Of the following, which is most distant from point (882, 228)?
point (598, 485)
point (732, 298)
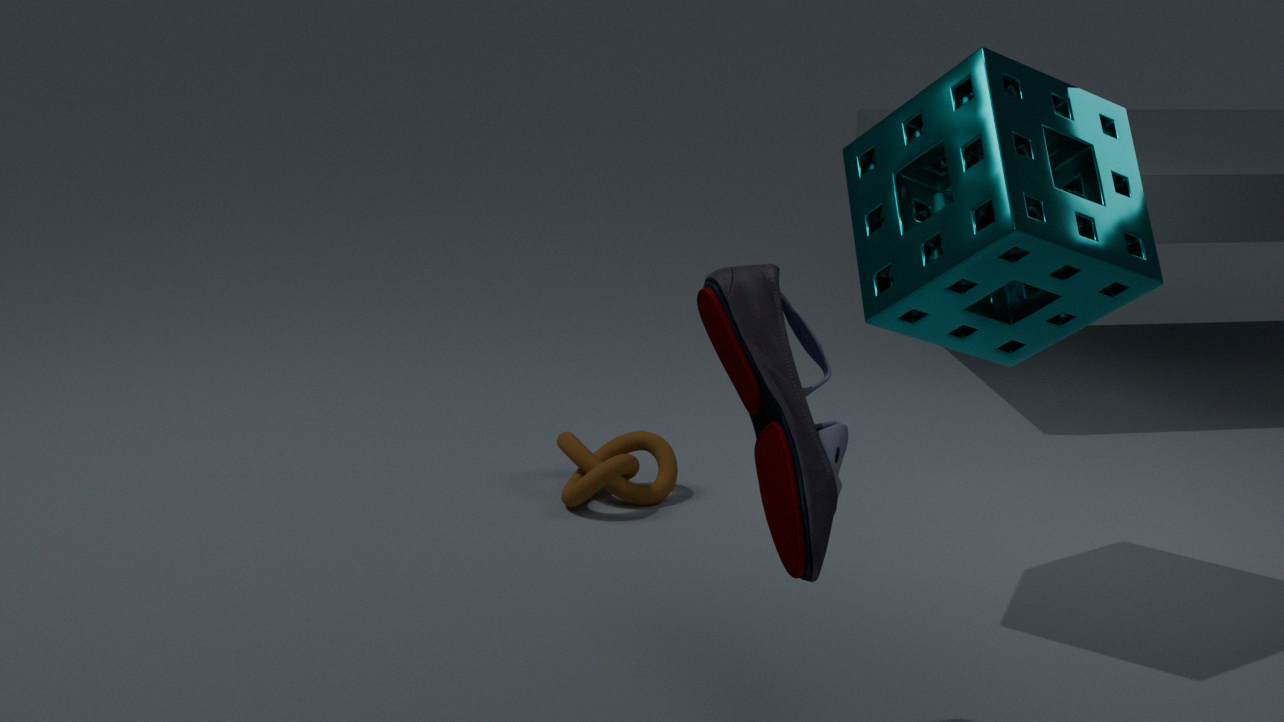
point (598, 485)
